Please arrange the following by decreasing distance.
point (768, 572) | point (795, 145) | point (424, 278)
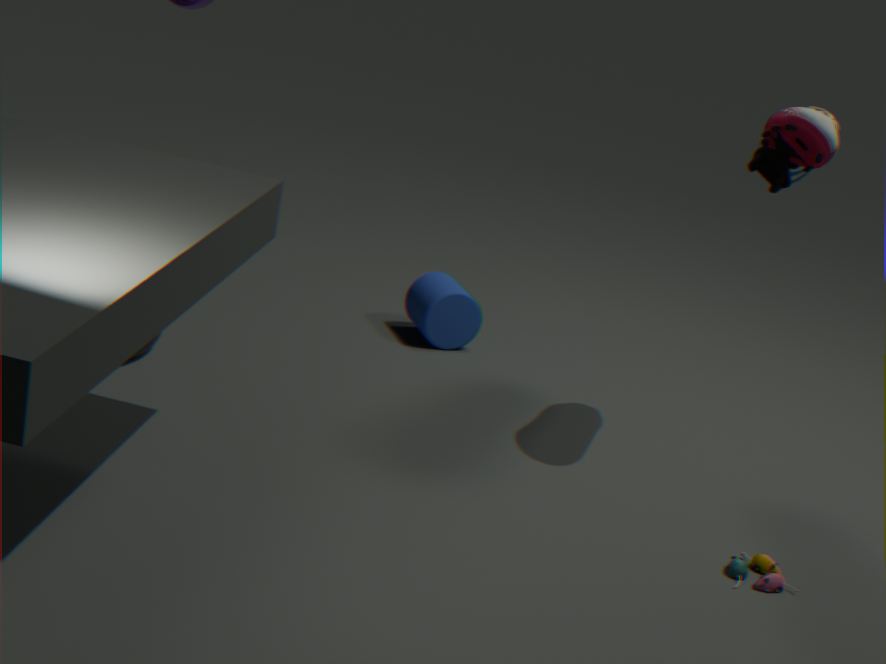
point (424, 278)
point (795, 145)
point (768, 572)
